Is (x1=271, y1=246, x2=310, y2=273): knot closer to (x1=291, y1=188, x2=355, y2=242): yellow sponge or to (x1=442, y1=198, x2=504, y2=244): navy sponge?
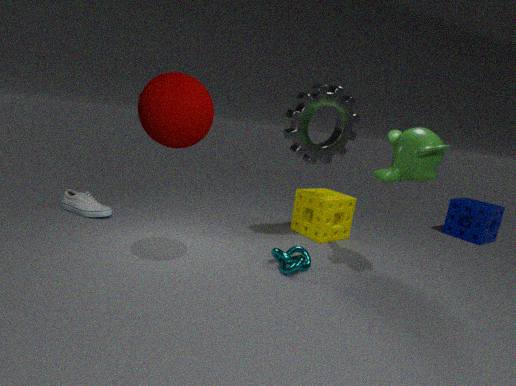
(x1=291, y1=188, x2=355, y2=242): yellow sponge
